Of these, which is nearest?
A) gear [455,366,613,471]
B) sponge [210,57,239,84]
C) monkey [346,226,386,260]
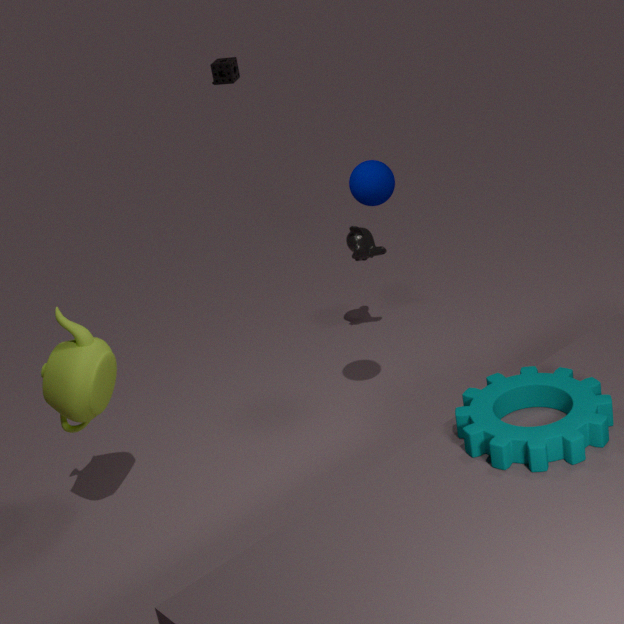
gear [455,366,613,471]
